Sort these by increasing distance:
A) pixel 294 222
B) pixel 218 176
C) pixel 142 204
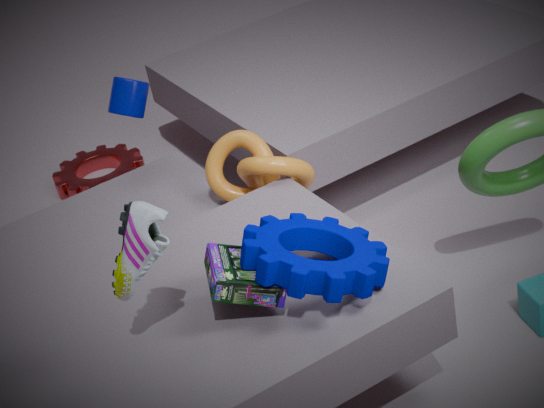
1. pixel 142 204
2. pixel 294 222
3. pixel 218 176
